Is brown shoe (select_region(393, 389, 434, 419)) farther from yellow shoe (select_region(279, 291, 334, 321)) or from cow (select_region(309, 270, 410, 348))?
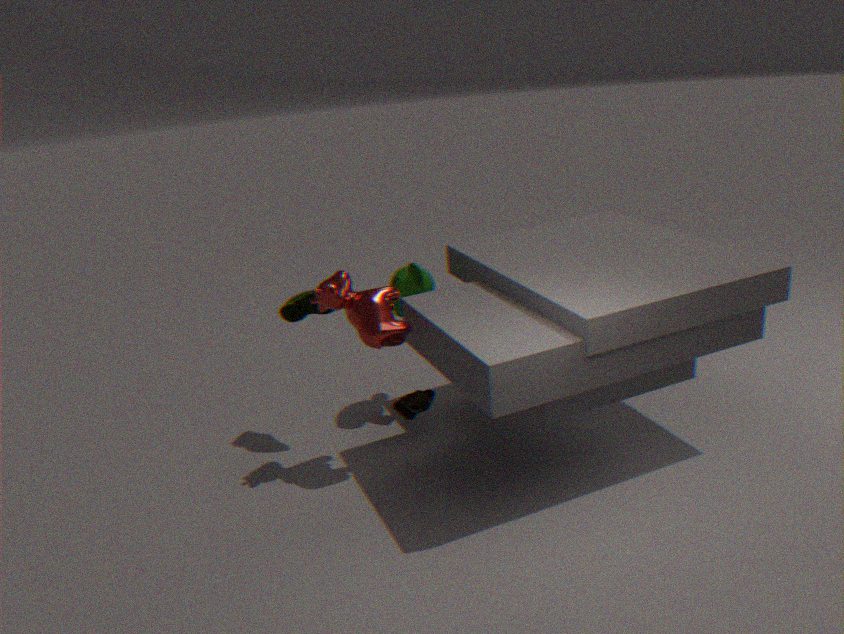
yellow shoe (select_region(279, 291, 334, 321))
